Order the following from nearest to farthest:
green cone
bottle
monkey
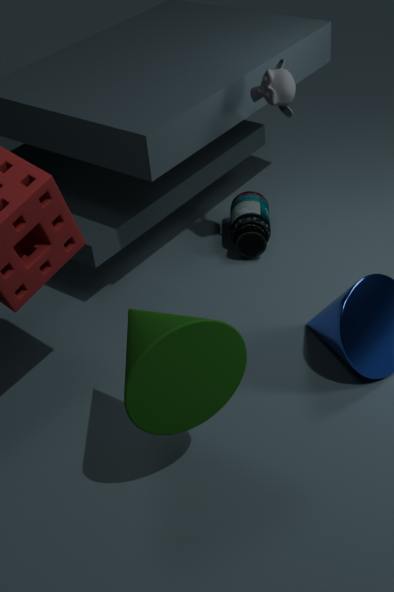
green cone < monkey < bottle
